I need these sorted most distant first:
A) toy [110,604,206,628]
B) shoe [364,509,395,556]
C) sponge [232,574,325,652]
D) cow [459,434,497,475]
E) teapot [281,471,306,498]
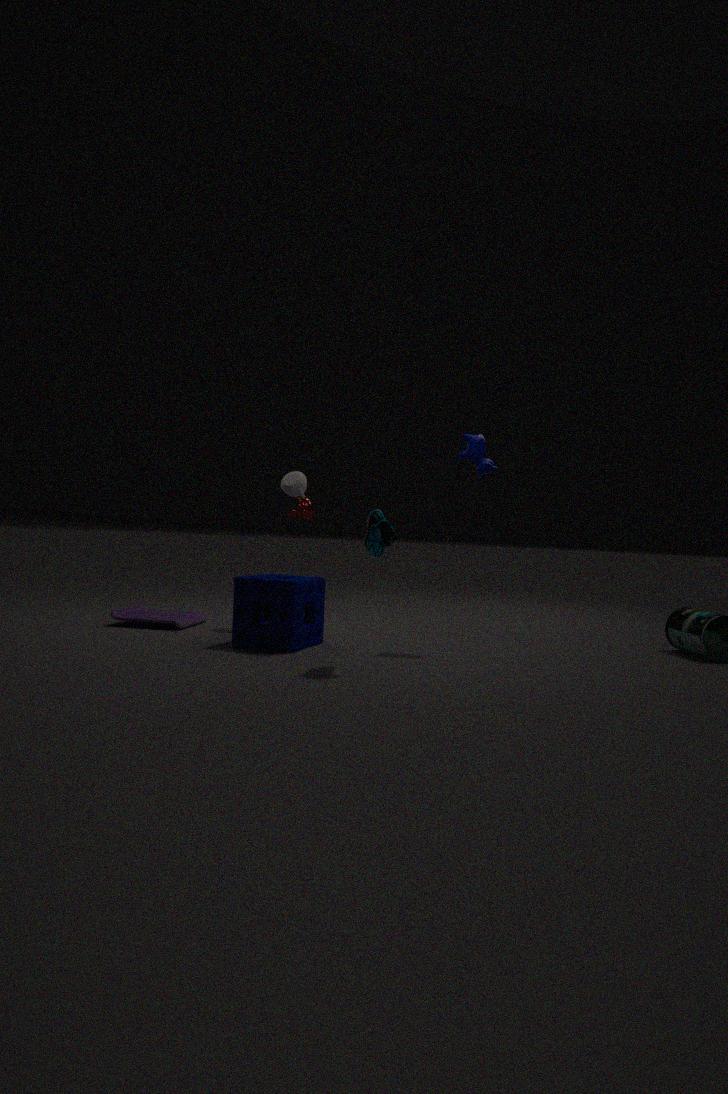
teapot [281,471,306,498]
toy [110,604,206,628]
cow [459,434,497,475]
sponge [232,574,325,652]
shoe [364,509,395,556]
